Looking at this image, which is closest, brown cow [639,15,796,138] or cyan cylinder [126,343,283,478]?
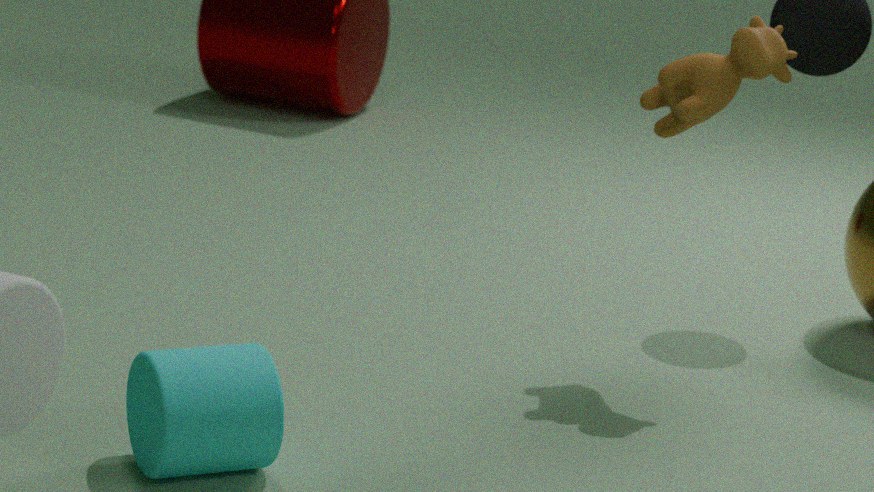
cyan cylinder [126,343,283,478]
